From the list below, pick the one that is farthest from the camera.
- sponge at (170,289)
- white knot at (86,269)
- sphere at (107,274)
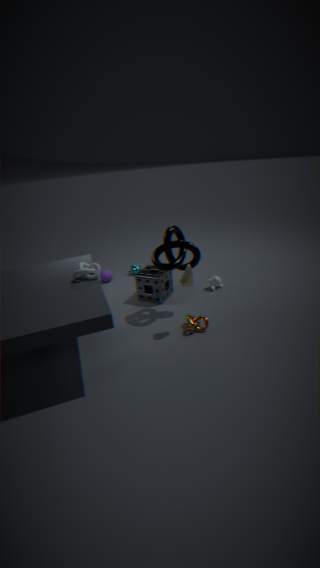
sphere at (107,274)
